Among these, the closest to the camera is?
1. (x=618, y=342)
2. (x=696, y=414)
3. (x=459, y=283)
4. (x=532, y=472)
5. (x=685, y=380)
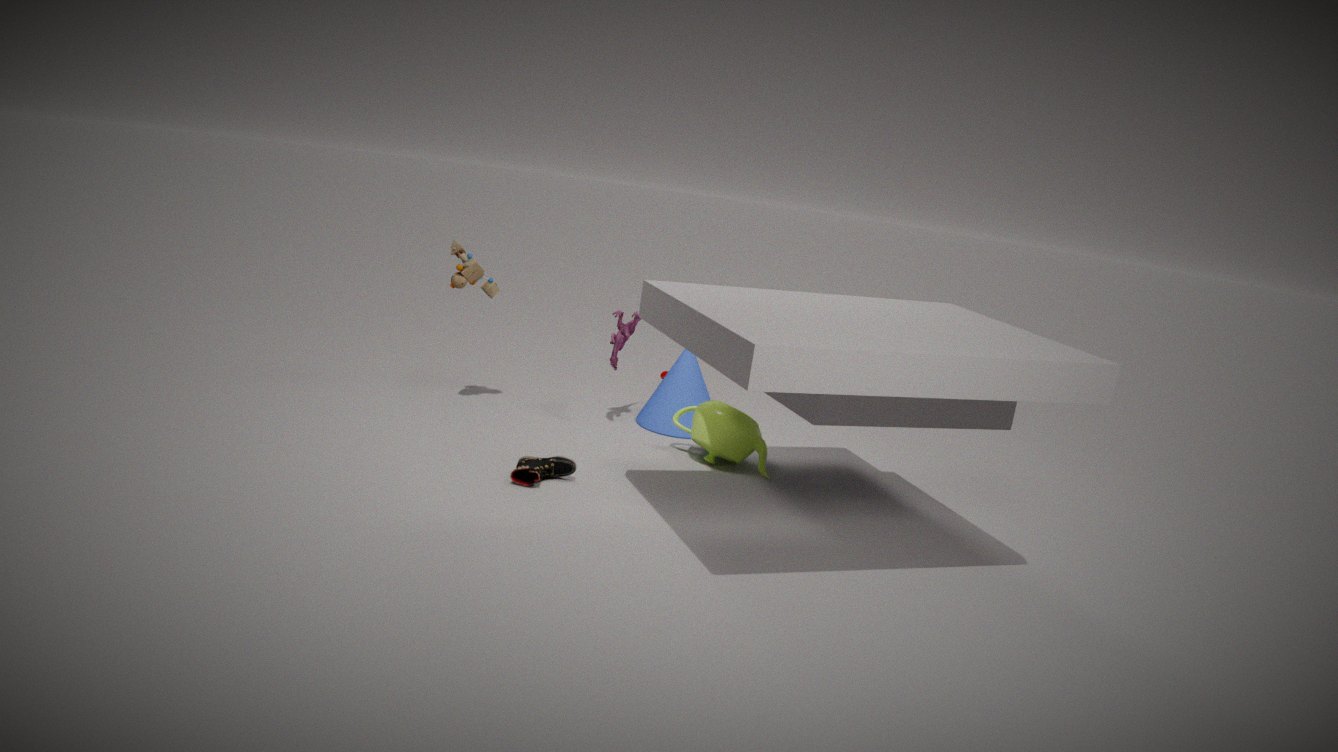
(x=532, y=472)
